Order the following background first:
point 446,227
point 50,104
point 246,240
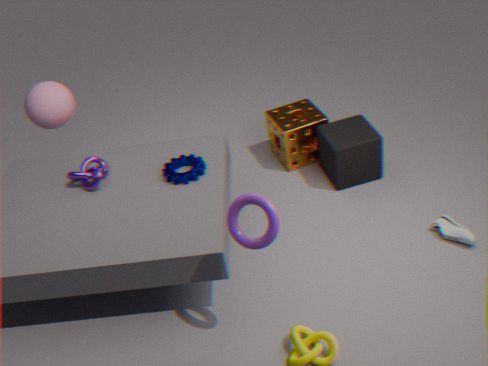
point 50,104 < point 446,227 < point 246,240
